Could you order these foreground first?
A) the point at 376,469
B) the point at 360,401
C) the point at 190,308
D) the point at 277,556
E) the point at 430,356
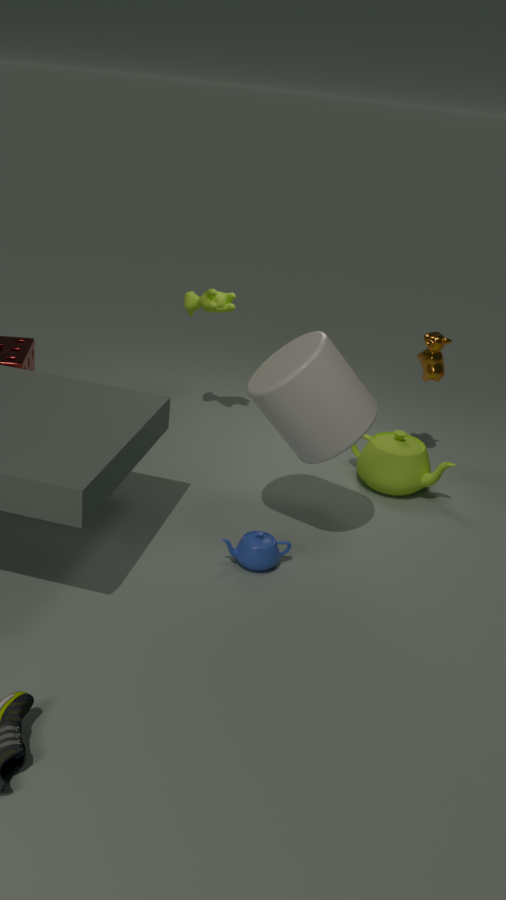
the point at 360,401
the point at 277,556
the point at 376,469
the point at 430,356
the point at 190,308
